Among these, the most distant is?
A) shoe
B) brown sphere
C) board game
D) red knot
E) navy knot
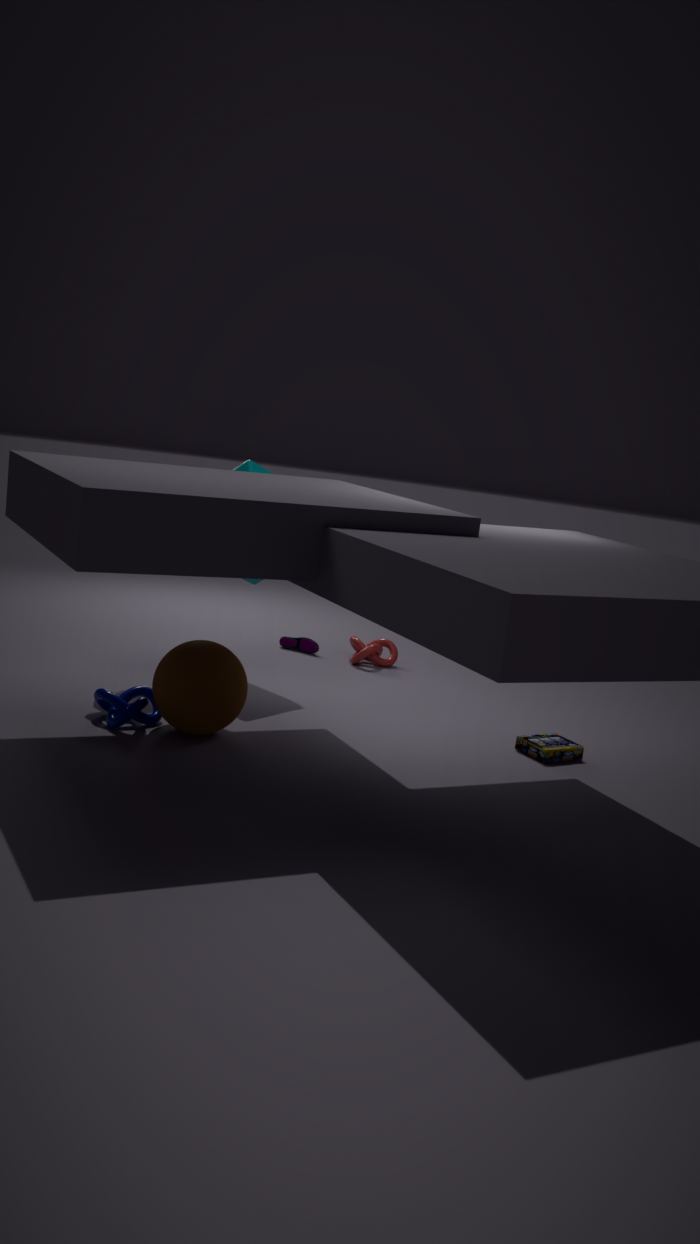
shoe
